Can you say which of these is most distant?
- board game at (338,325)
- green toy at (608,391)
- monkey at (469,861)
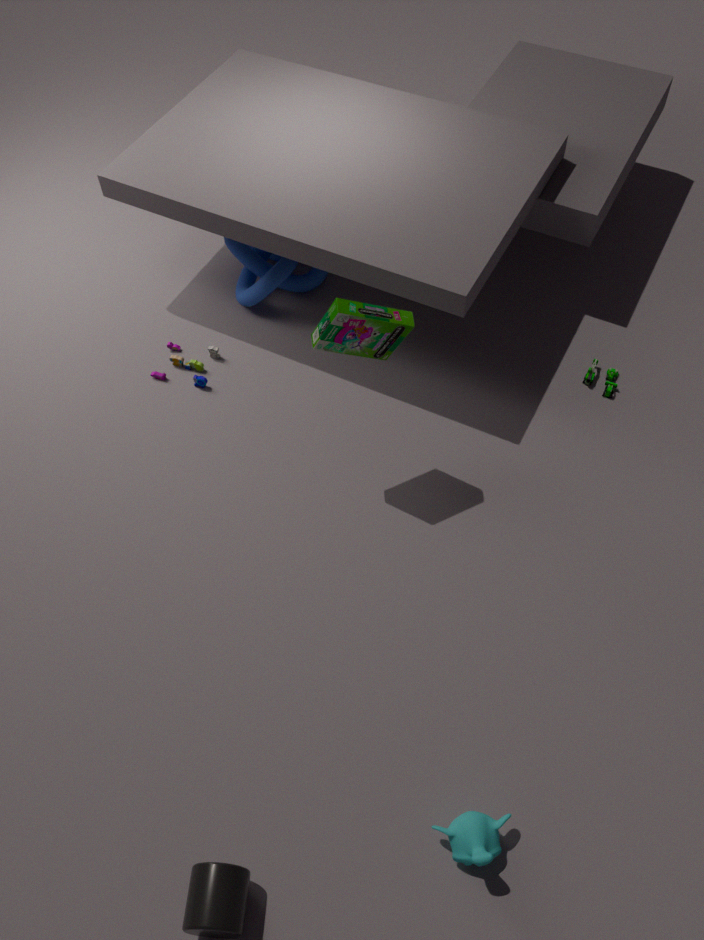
green toy at (608,391)
